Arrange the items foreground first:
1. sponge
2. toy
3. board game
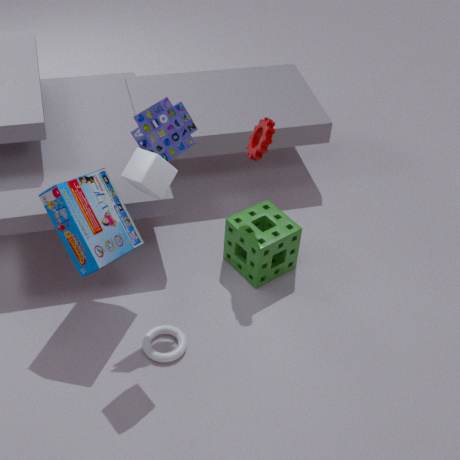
board game
toy
sponge
